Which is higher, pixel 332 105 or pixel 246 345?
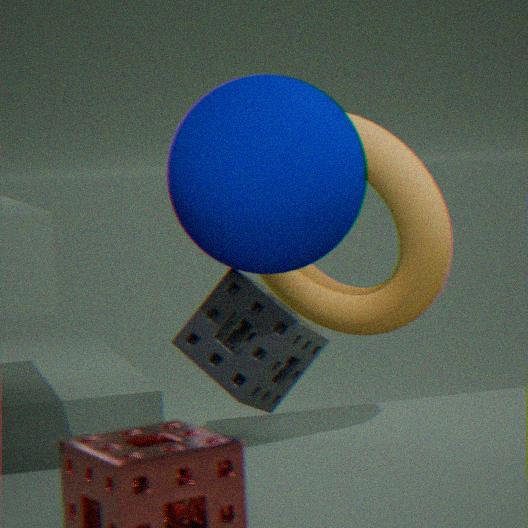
pixel 332 105
